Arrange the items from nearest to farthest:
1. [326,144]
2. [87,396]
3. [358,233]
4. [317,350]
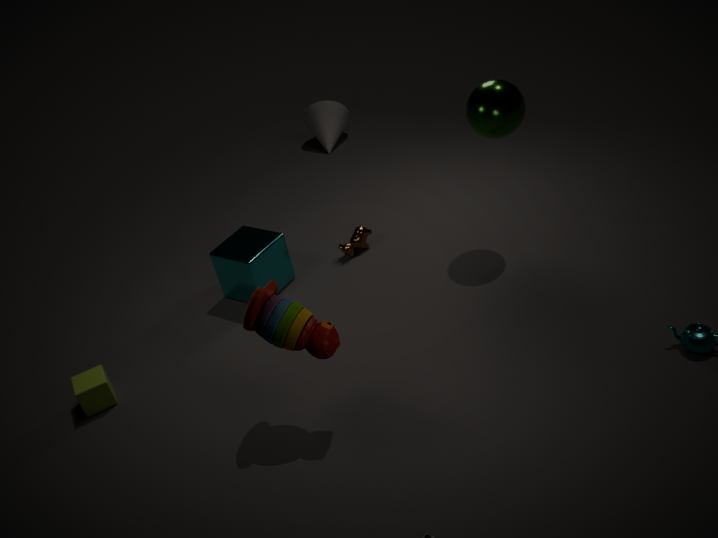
[317,350]
[87,396]
[358,233]
[326,144]
